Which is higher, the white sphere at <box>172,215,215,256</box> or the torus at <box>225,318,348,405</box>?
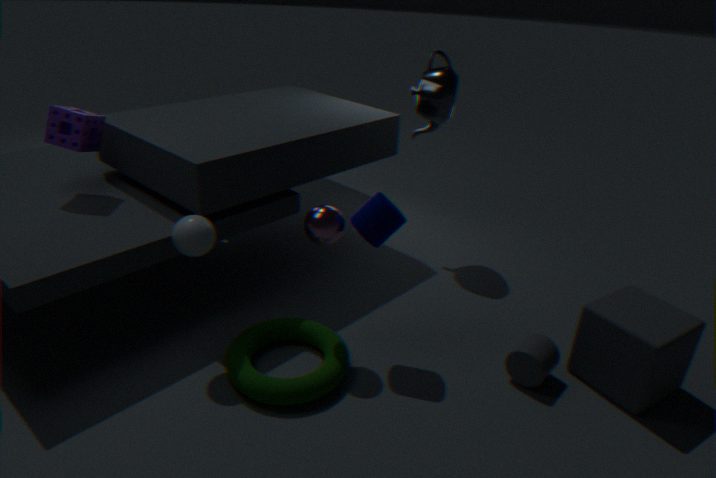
the white sphere at <box>172,215,215,256</box>
